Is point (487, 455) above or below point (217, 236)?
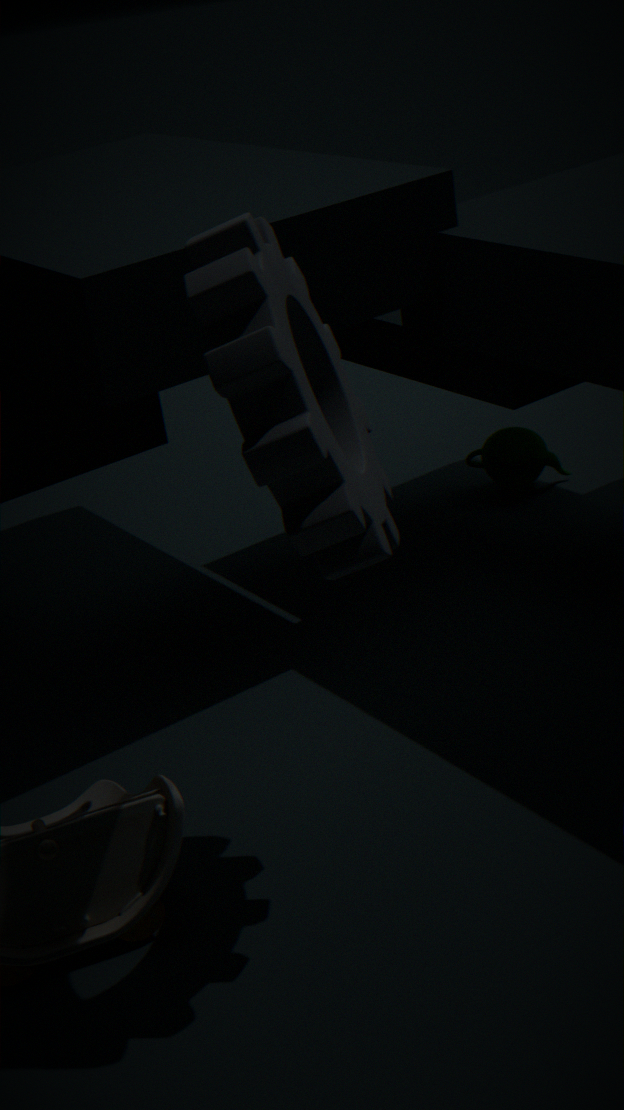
A: below
